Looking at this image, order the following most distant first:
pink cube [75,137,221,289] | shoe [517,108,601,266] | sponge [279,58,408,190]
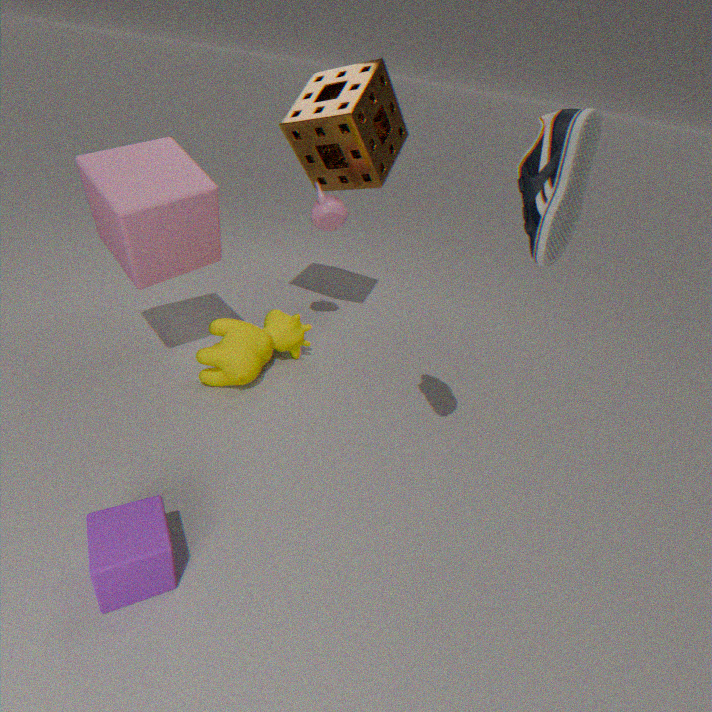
1. sponge [279,58,408,190]
2. pink cube [75,137,221,289]
3. shoe [517,108,601,266]
